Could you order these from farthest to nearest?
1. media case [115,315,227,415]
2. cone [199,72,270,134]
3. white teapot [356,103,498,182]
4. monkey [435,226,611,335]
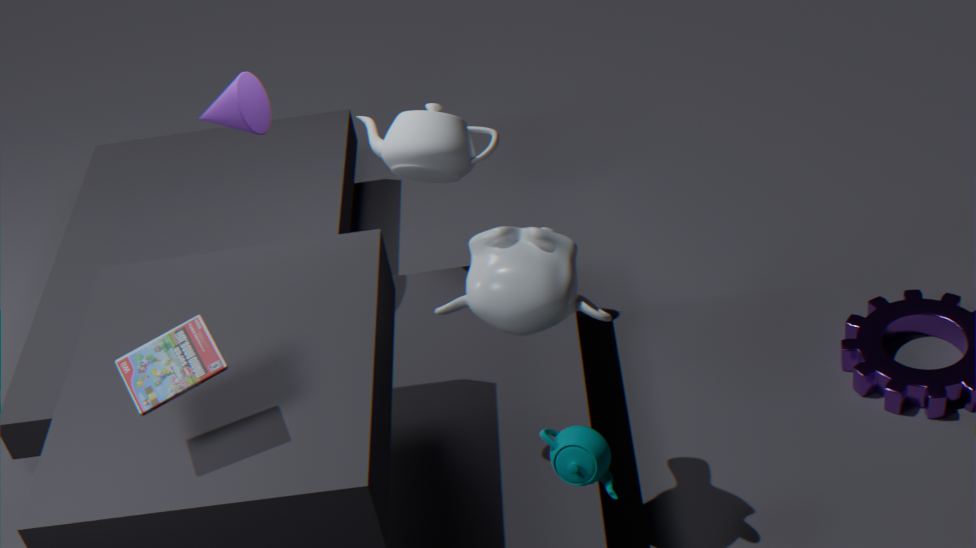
white teapot [356,103,498,182] < cone [199,72,270,134] < monkey [435,226,611,335] < media case [115,315,227,415]
